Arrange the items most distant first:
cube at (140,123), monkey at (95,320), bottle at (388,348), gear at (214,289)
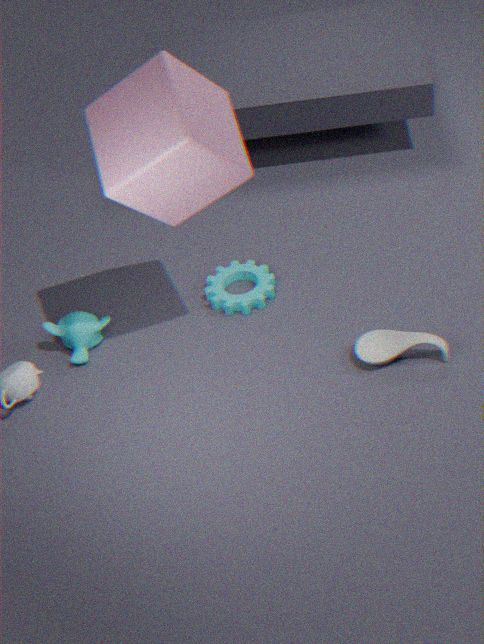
gear at (214,289), monkey at (95,320), bottle at (388,348), cube at (140,123)
